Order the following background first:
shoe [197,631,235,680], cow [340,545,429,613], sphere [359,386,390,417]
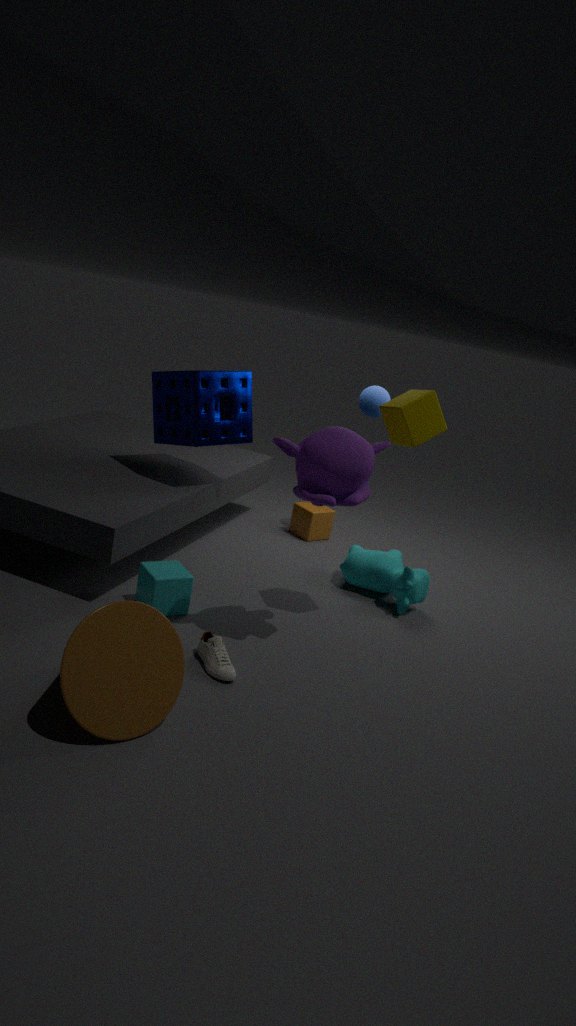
sphere [359,386,390,417]
cow [340,545,429,613]
shoe [197,631,235,680]
